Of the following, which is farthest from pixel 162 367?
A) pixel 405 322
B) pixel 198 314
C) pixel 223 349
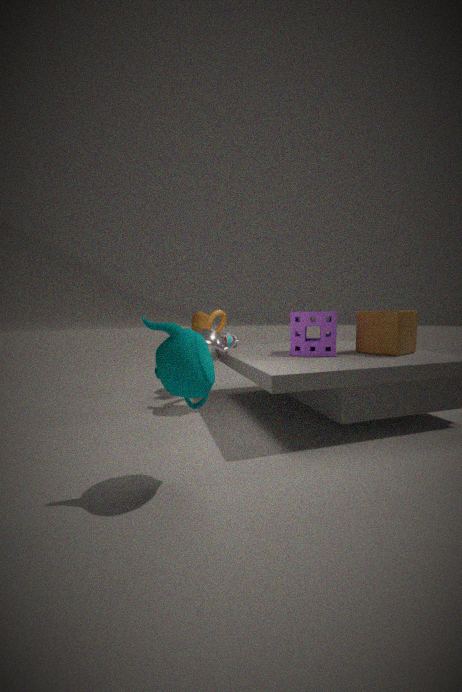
pixel 405 322
